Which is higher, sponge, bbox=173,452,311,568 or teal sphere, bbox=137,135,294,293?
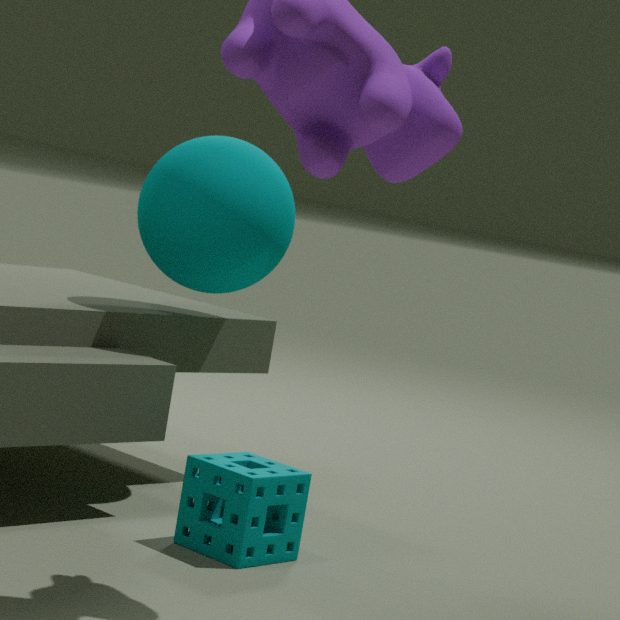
teal sphere, bbox=137,135,294,293
